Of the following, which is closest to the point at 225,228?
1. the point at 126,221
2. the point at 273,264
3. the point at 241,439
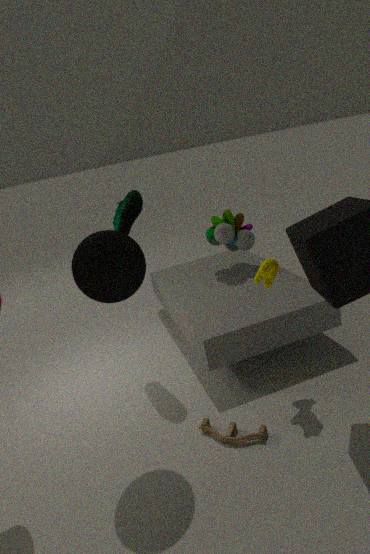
the point at 126,221
